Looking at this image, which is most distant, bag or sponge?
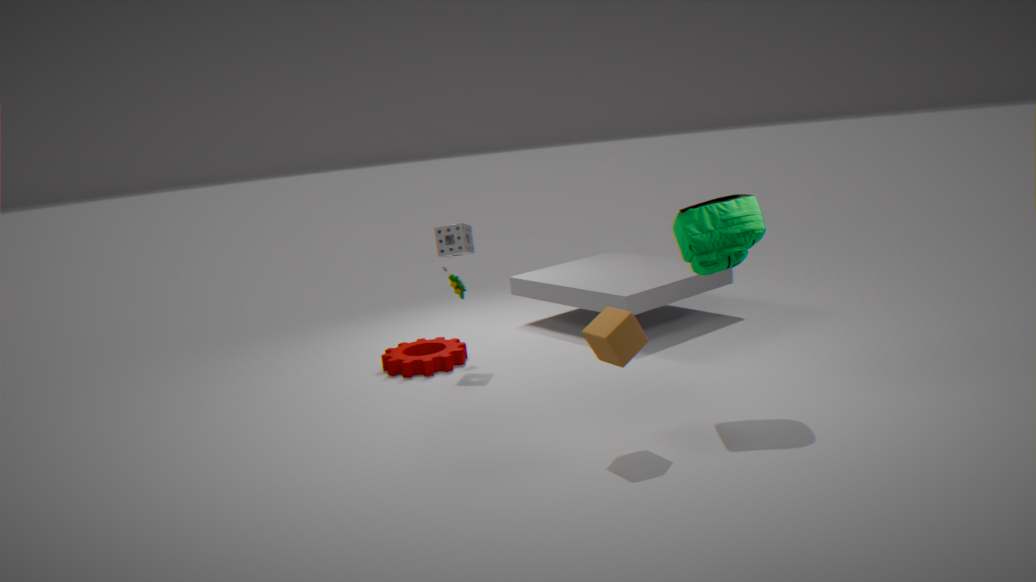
sponge
